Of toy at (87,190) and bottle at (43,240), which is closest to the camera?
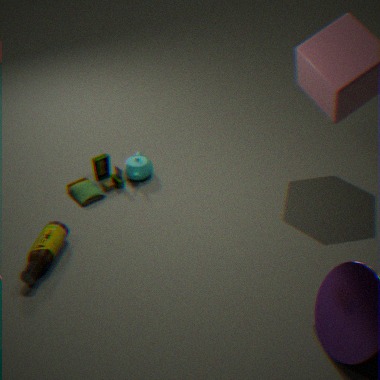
bottle at (43,240)
